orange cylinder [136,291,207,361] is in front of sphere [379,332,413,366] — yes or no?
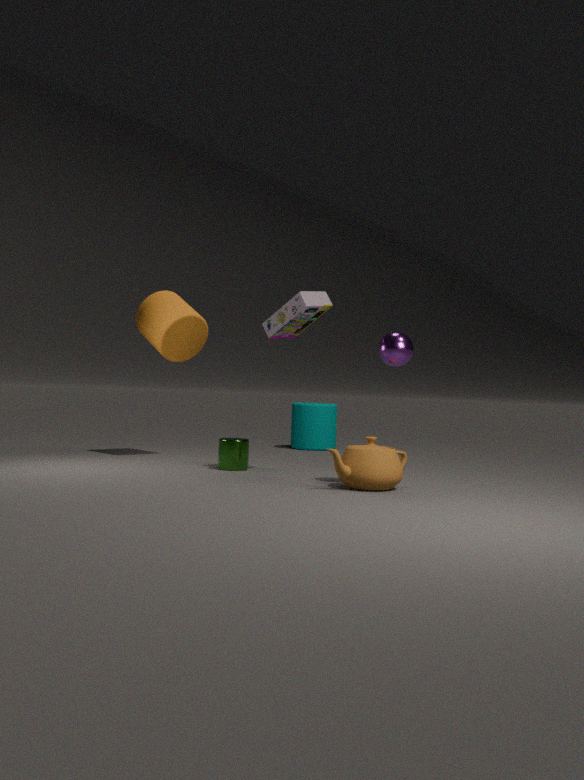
No
